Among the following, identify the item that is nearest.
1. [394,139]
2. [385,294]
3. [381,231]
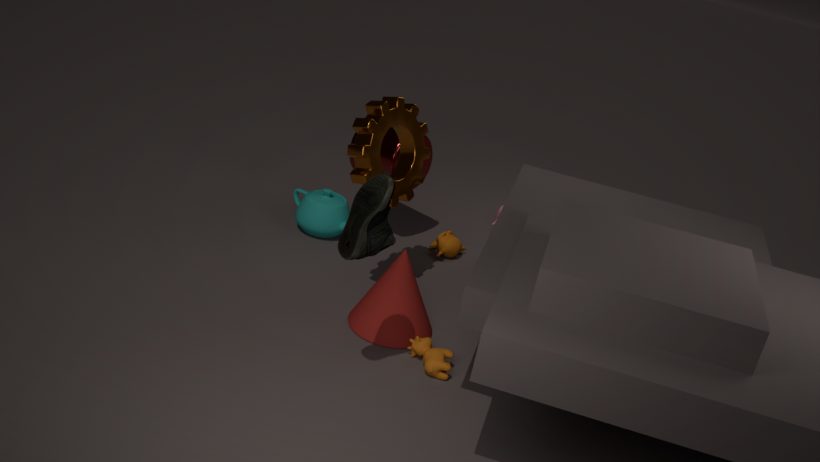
[381,231]
